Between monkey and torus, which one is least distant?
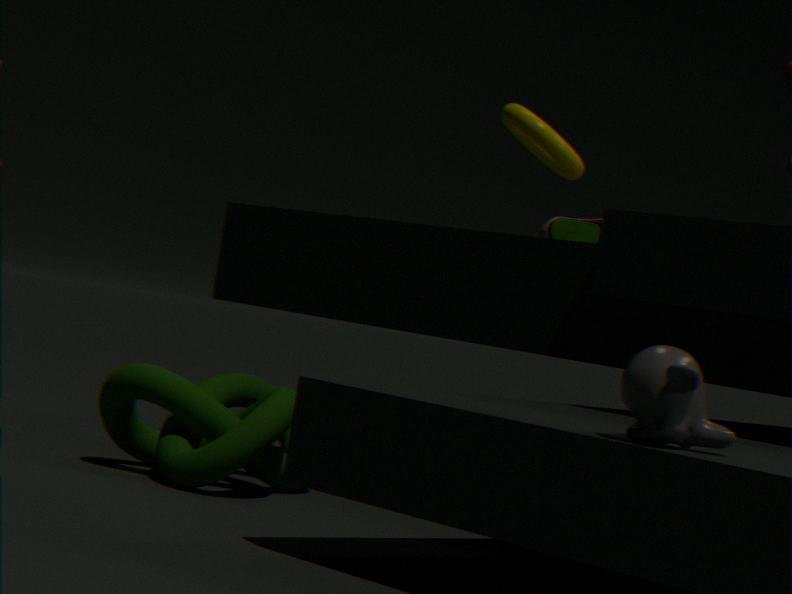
monkey
